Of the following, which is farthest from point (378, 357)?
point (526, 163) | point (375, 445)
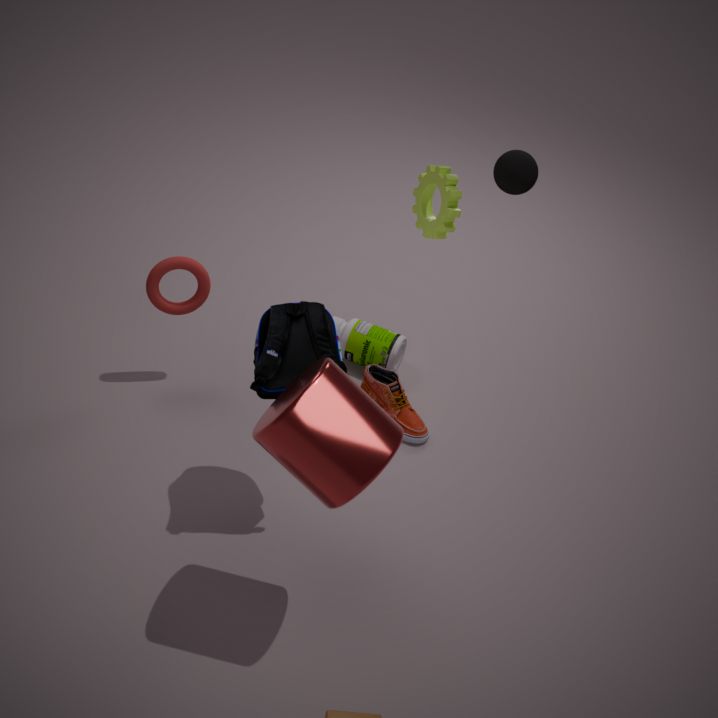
point (375, 445)
